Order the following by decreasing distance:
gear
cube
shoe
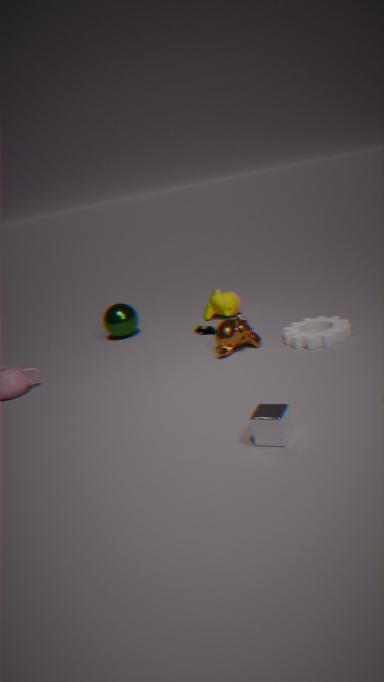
1. shoe
2. gear
3. cube
